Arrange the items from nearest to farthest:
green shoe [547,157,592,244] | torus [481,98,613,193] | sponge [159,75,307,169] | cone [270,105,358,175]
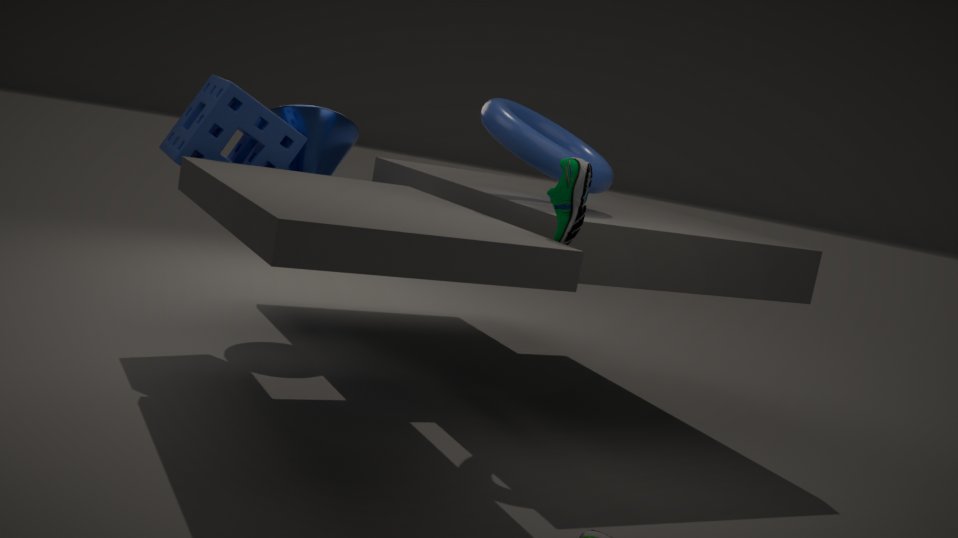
1. green shoe [547,157,592,244]
2. torus [481,98,613,193]
3. sponge [159,75,307,169]
4. cone [270,105,358,175]
